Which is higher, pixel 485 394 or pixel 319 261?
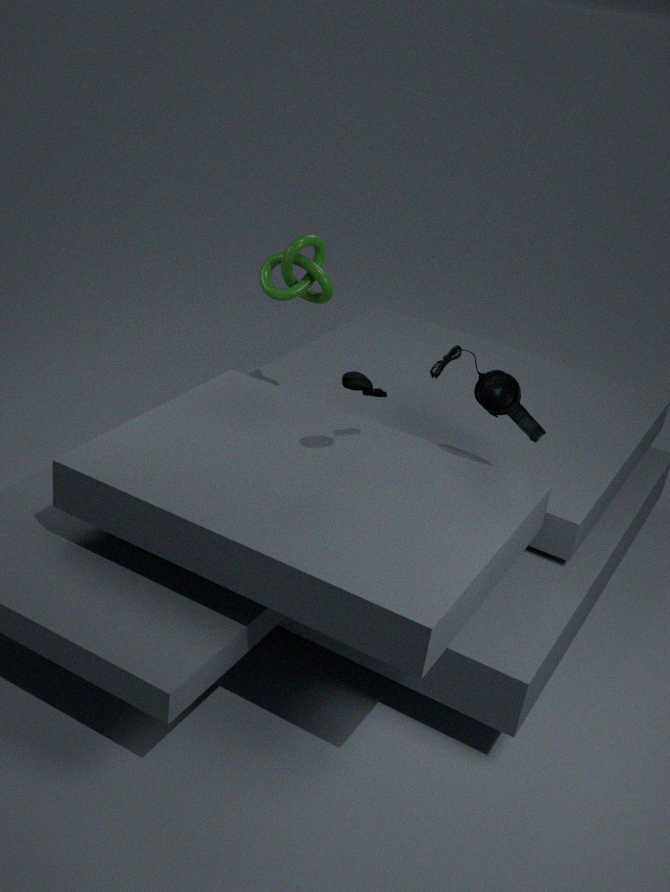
pixel 319 261
